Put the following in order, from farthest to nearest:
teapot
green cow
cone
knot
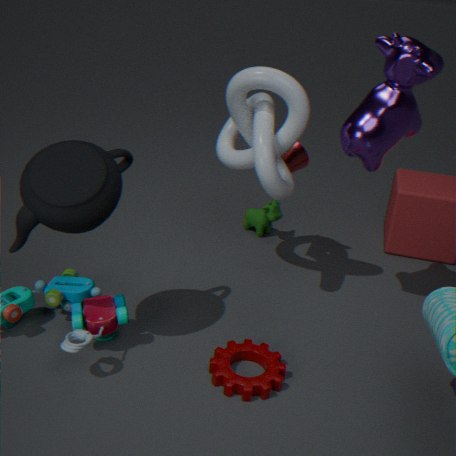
green cow < cone < knot < teapot
